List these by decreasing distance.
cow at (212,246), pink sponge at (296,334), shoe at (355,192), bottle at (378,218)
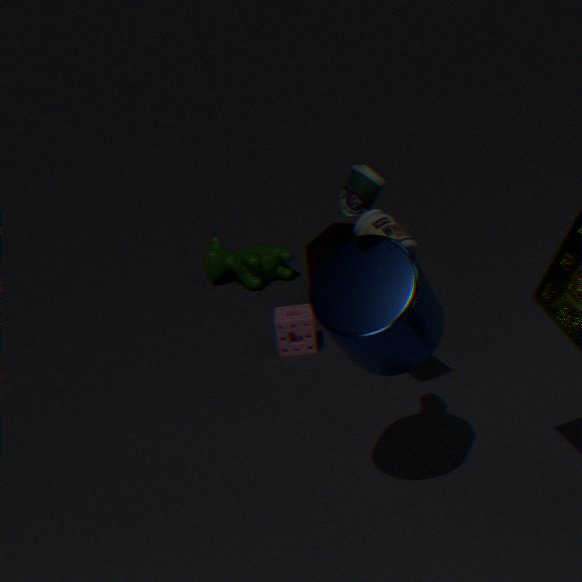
cow at (212,246), pink sponge at (296,334), bottle at (378,218), shoe at (355,192)
